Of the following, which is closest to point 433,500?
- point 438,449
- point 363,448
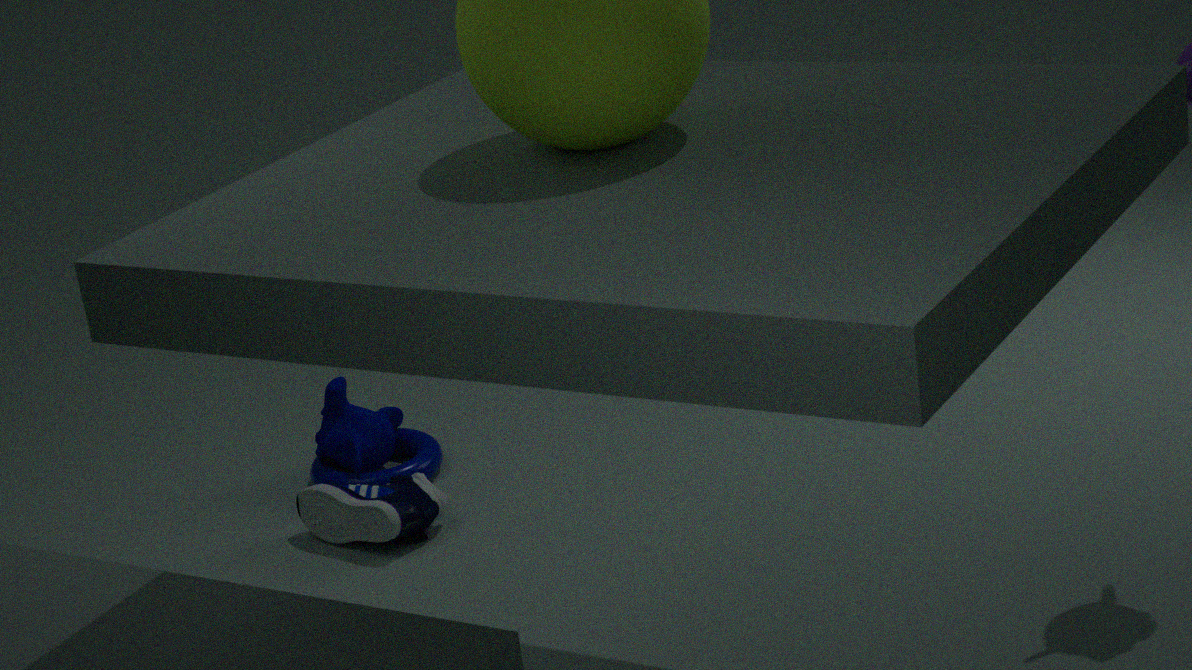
point 438,449
